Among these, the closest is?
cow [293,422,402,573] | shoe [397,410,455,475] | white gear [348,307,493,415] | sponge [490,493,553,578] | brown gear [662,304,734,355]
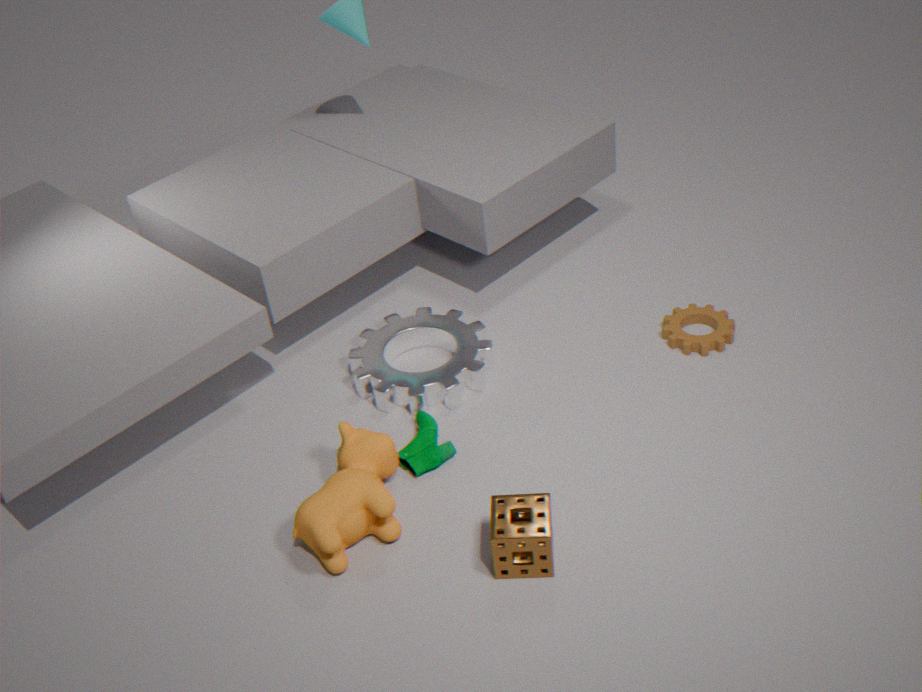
sponge [490,493,553,578]
